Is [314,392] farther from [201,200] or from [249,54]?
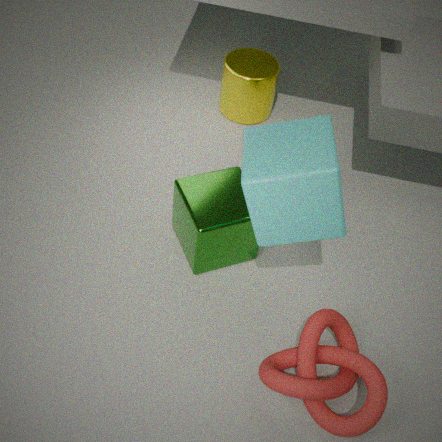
[249,54]
